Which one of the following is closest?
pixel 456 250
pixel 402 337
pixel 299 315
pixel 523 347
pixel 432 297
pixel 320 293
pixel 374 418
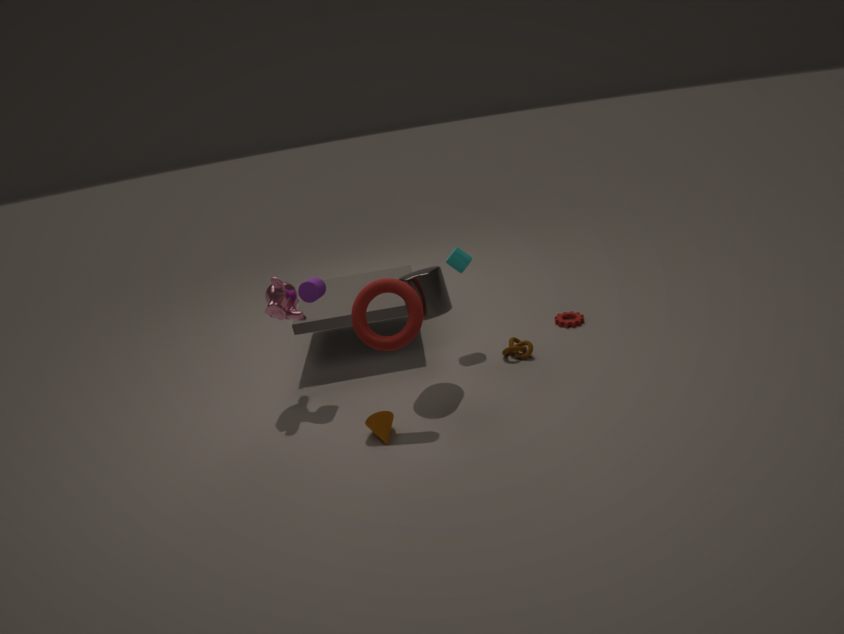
pixel 374 418
